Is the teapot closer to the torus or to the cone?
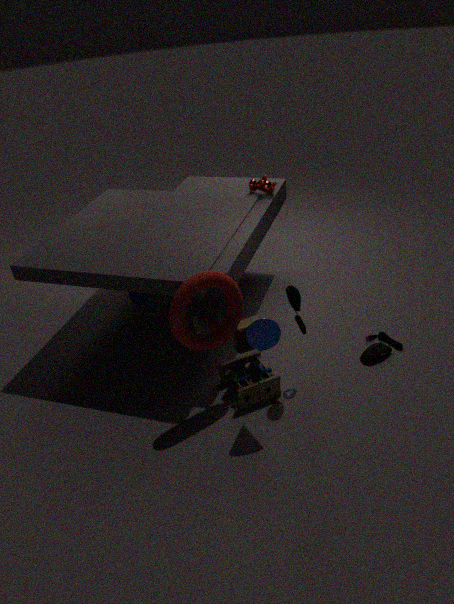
the torus
